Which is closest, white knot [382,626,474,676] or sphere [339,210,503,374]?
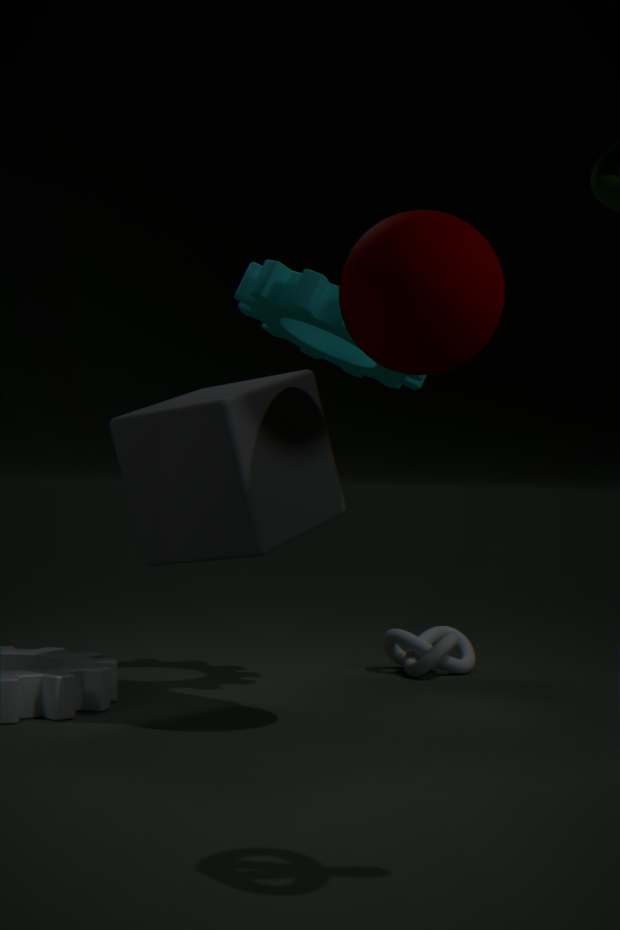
sphere [339,210,503,374]
